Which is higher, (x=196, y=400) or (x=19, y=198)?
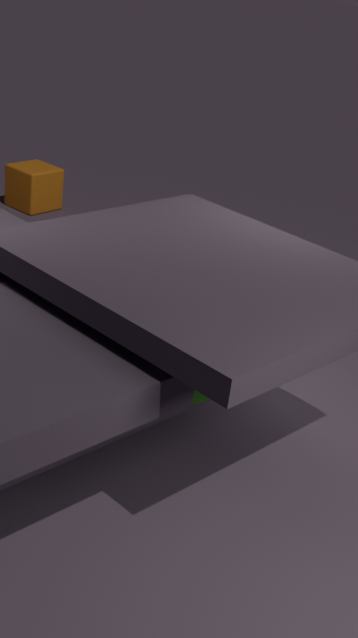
(x=196, y=400)
